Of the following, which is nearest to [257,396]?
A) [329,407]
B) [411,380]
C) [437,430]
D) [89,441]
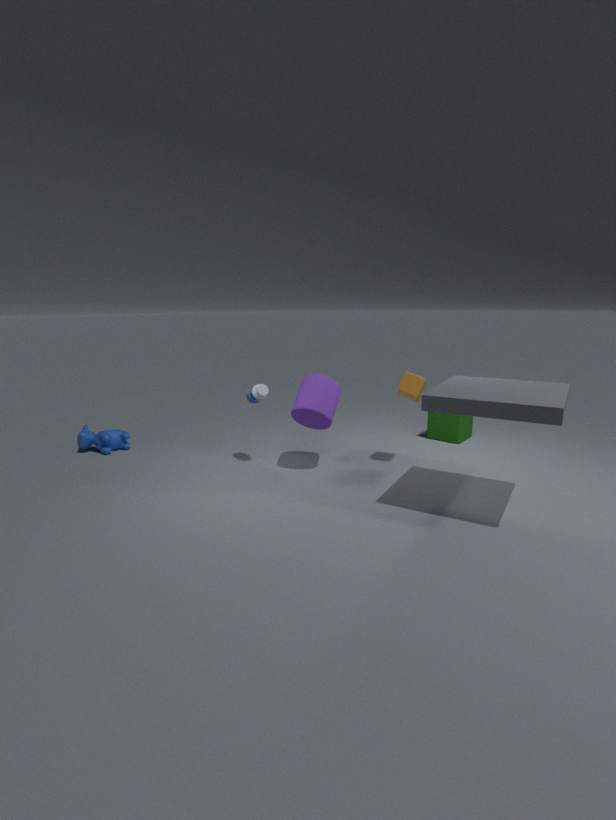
[329,407]
